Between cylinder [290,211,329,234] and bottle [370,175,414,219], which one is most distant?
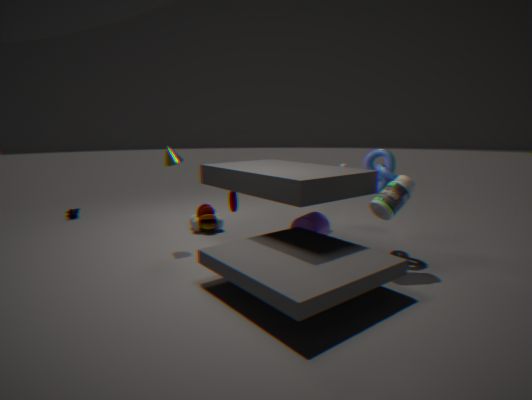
cylinder [290,211,329,234]
